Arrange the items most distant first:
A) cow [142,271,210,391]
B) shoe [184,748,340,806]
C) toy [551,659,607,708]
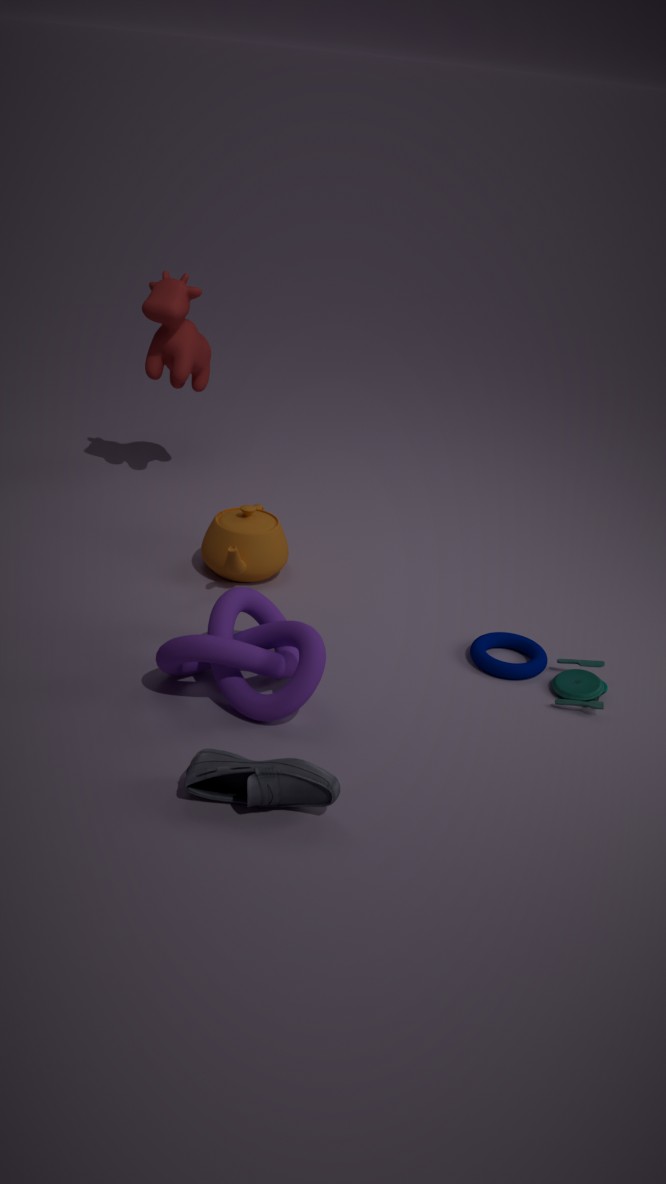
A. cow [142,271,210,391]
C. toy [551,659,607,708]
B. shoe [184,748,340,806]
